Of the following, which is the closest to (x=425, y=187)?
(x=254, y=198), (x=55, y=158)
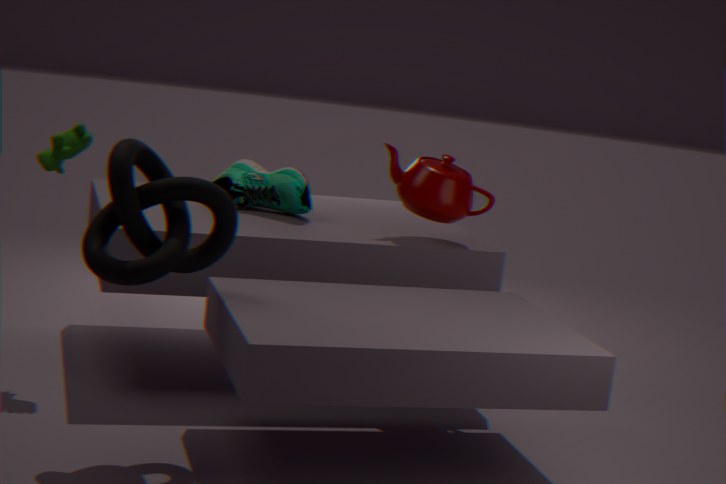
(x=254, y=198)
